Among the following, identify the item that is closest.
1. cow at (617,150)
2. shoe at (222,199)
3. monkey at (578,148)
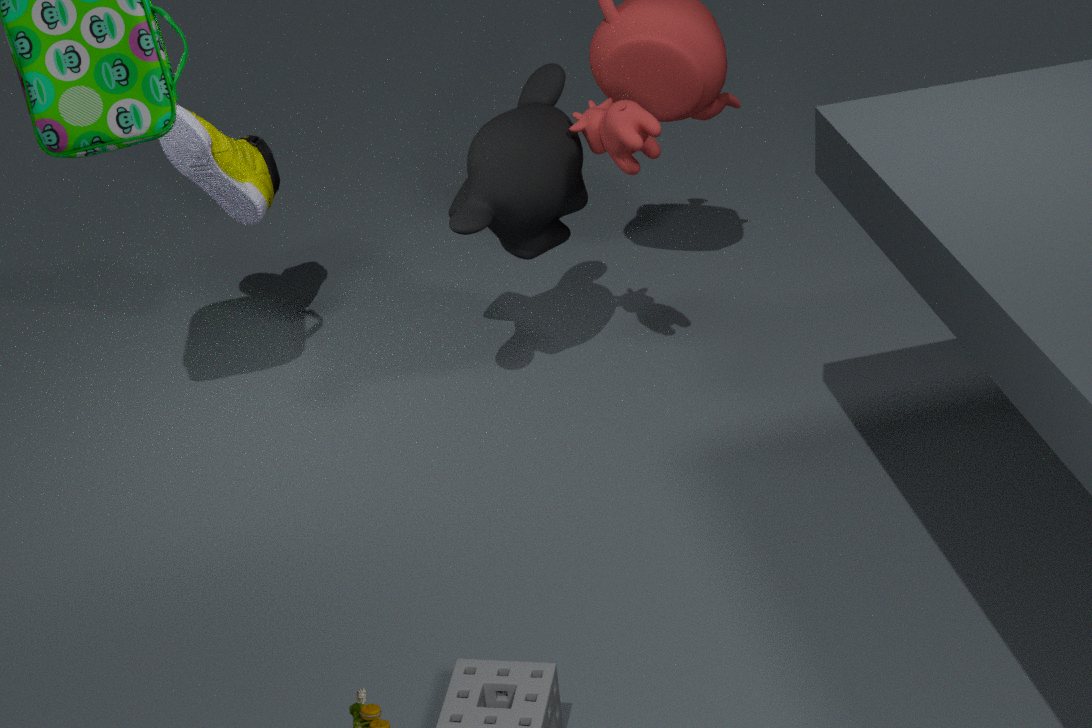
cow at (617,150)
